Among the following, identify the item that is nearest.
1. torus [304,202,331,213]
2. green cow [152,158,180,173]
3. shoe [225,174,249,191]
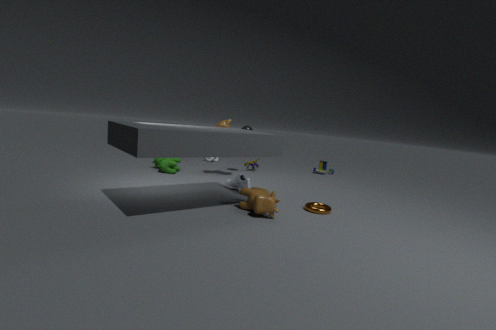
torus [304,202,331,213]
